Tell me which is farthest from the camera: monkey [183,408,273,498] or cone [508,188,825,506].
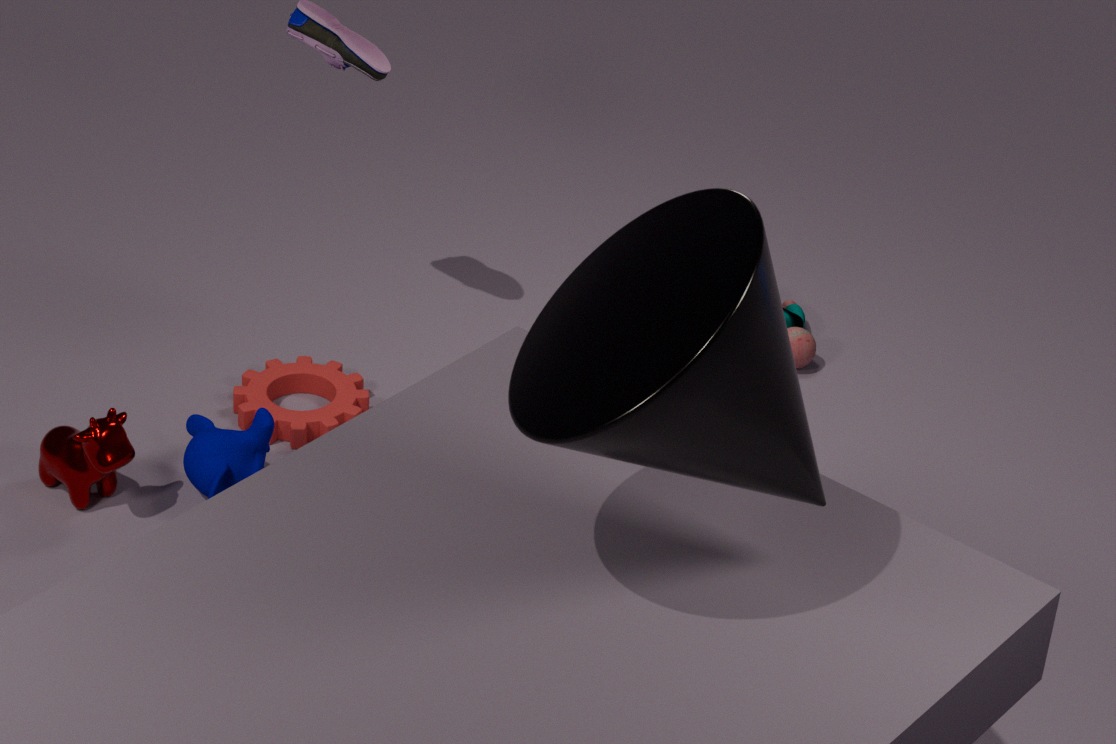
monkey [183,408,273,498]
